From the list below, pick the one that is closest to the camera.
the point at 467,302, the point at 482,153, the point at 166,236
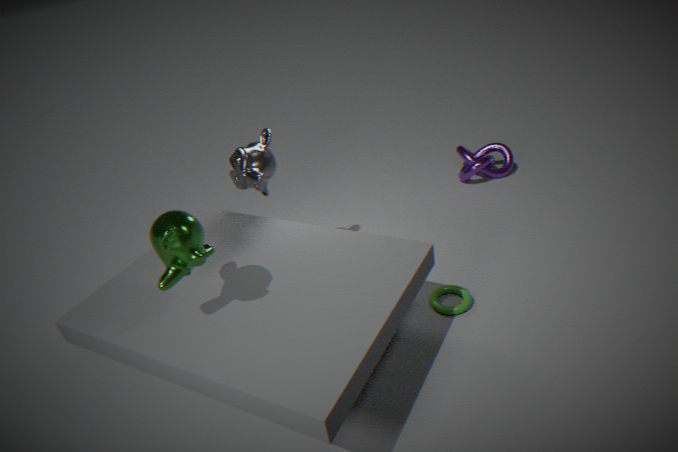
the point at 166,236
